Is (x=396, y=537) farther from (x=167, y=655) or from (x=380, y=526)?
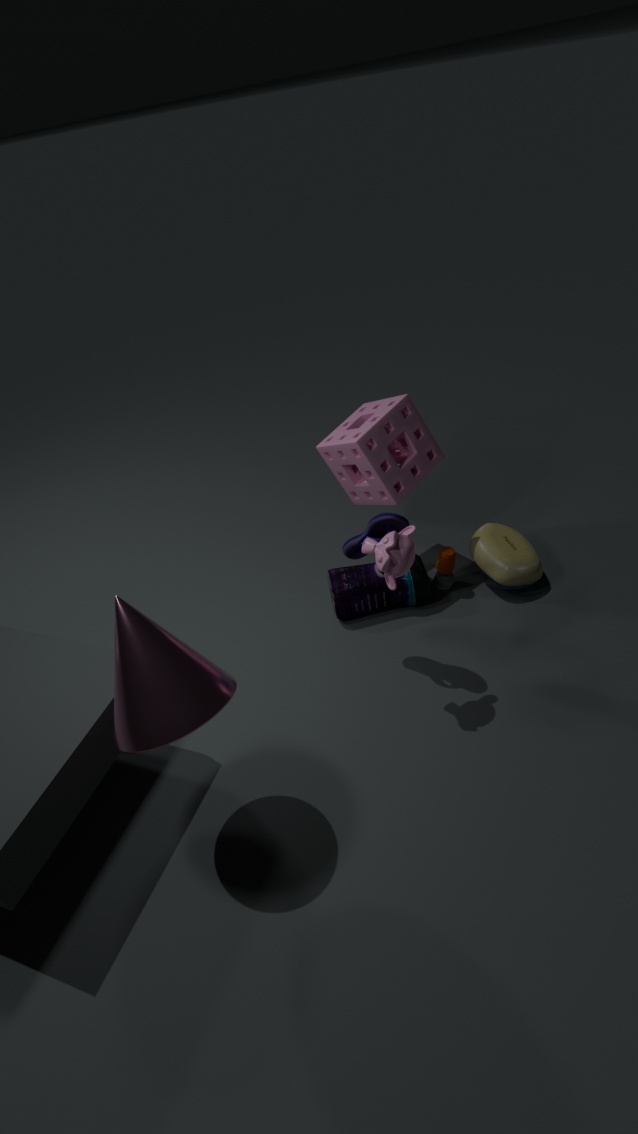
(x=167, y=655)
